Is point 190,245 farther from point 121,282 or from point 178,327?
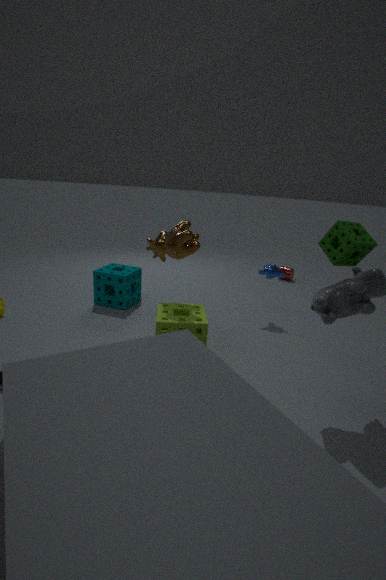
point 121,282
